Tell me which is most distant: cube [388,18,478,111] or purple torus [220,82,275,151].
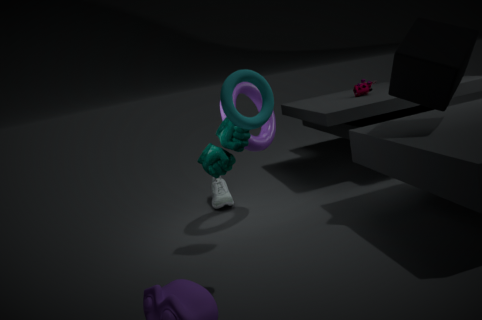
purple torus [220,82,275,151]
